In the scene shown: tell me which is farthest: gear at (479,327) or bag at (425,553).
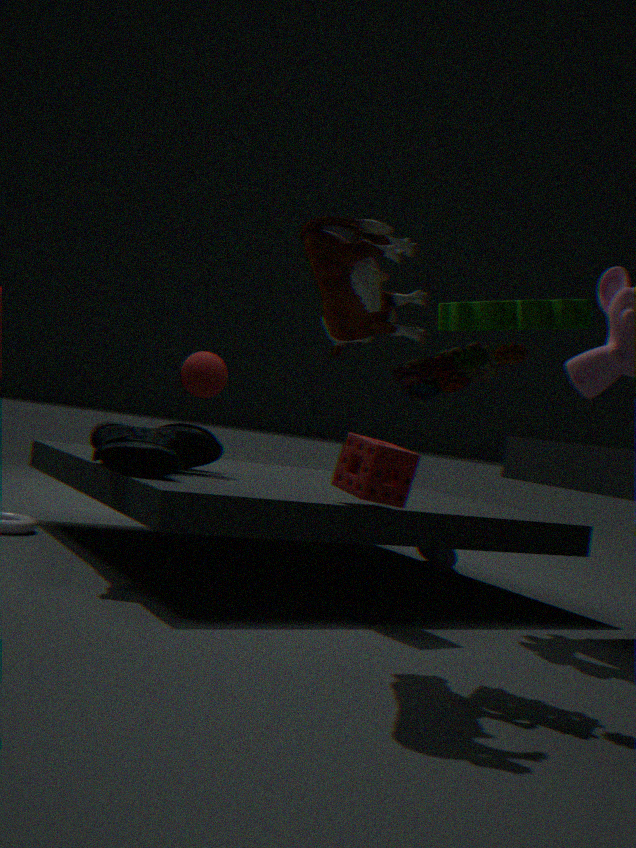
bag at (425,553)
